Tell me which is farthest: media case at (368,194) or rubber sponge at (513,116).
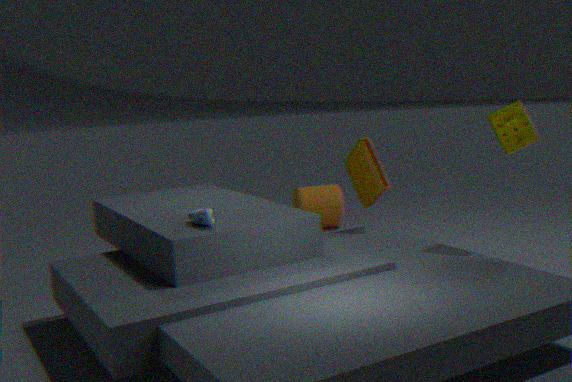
media case at (368,194)
